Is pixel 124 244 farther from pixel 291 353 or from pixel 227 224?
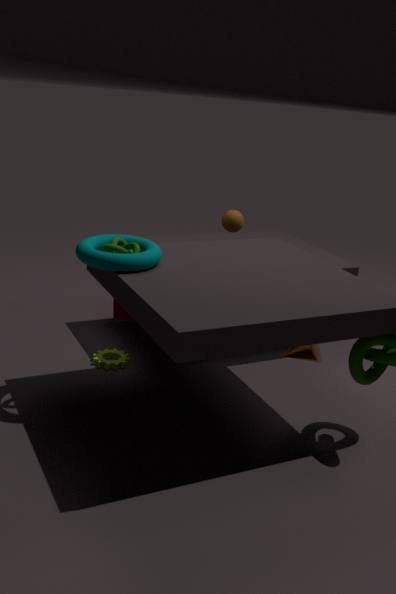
pixel 227 224
